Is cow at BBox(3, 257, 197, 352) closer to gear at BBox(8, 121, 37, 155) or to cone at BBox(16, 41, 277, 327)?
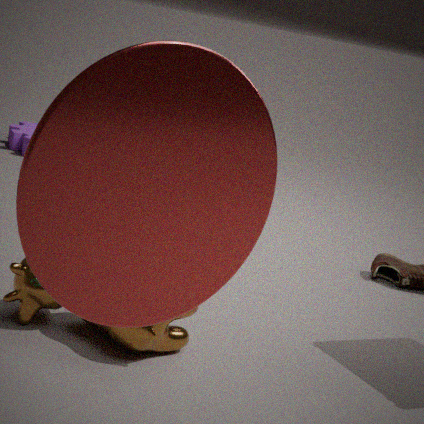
cone at BBox(16, 41, 277, 327)
